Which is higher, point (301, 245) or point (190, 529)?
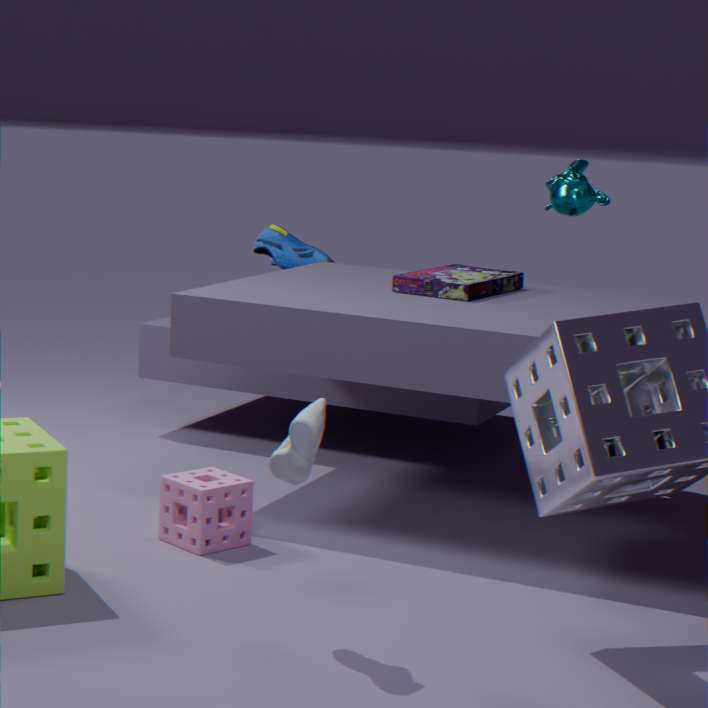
point (301, 245)
